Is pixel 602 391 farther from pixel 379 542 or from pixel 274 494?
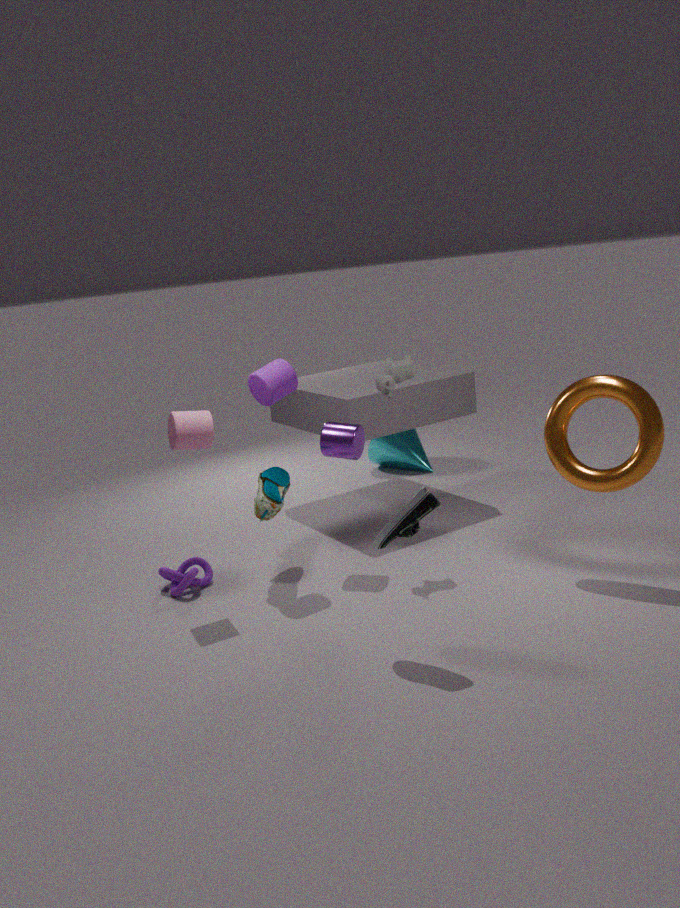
pixel 274 494
